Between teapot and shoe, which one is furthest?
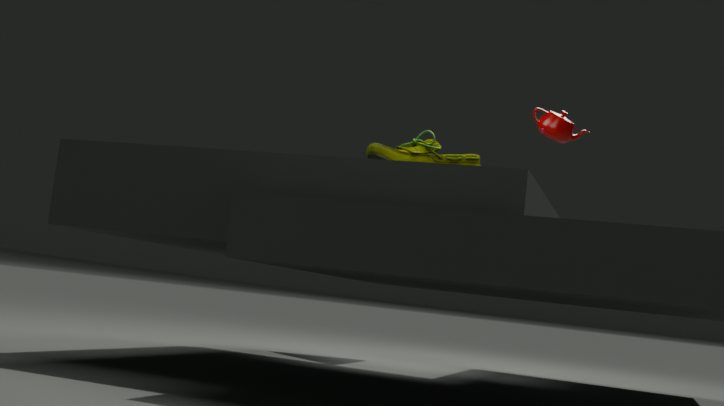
teapot
